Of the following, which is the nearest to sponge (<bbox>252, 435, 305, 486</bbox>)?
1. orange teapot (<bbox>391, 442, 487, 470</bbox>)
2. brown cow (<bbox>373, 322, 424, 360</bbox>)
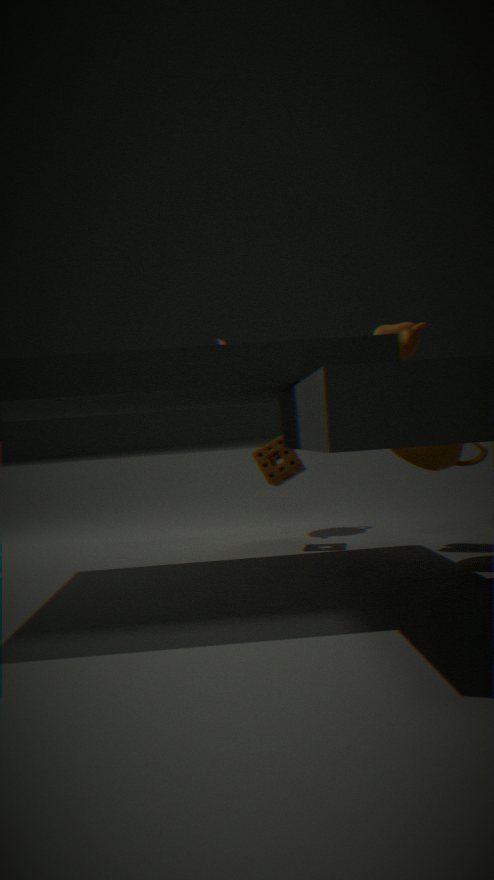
brown cow (<bbox>373, 322, 424, 360</bbox>)
